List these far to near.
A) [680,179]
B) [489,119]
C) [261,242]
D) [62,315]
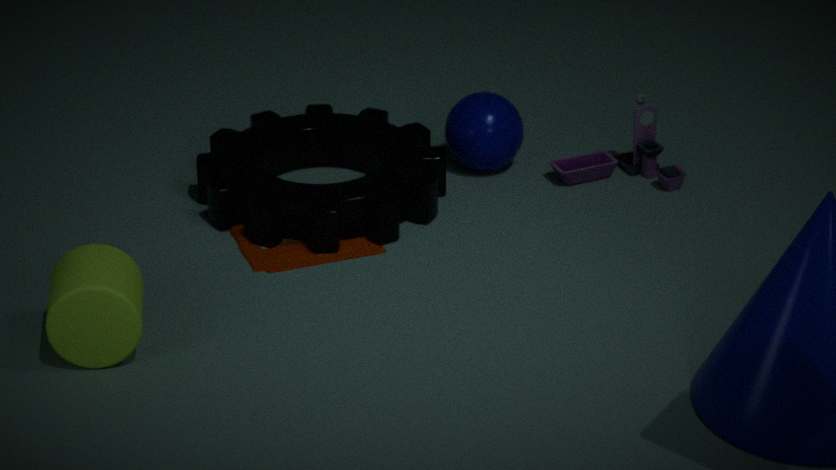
[489,119]
[680,179]
[261,242]
[62,315]
